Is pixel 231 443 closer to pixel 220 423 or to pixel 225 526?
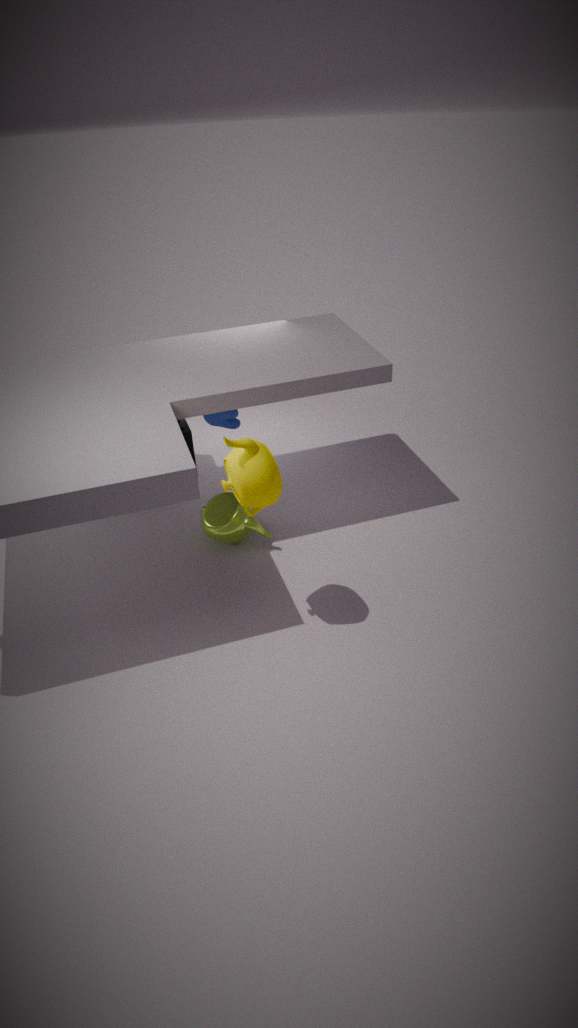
pixel 225 526
